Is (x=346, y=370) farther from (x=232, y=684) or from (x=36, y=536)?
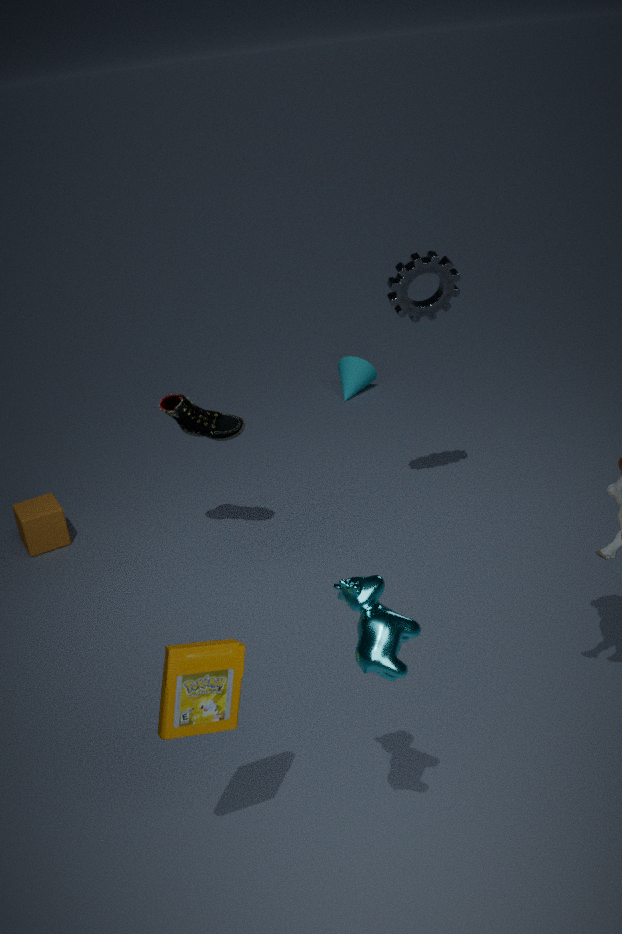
(x=232, y=684)
